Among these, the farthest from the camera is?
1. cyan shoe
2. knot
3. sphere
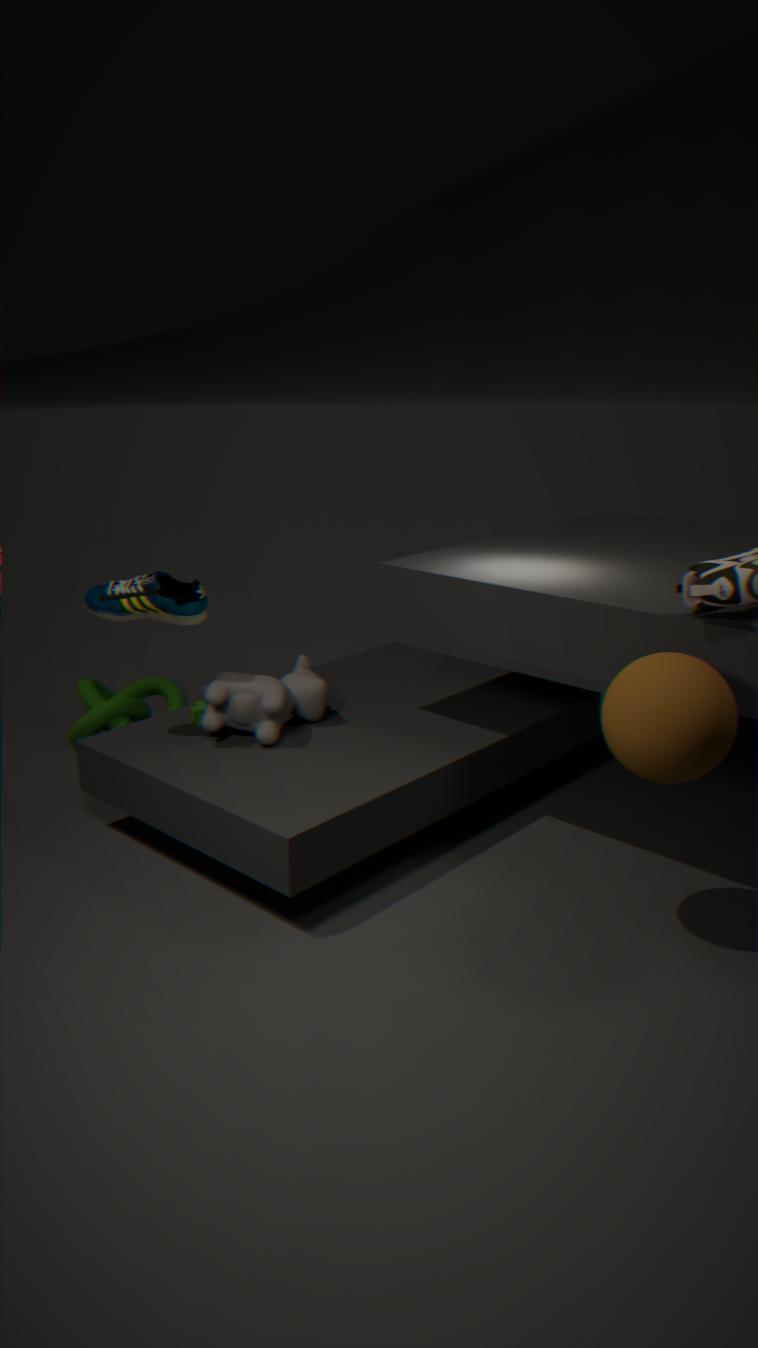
knot
